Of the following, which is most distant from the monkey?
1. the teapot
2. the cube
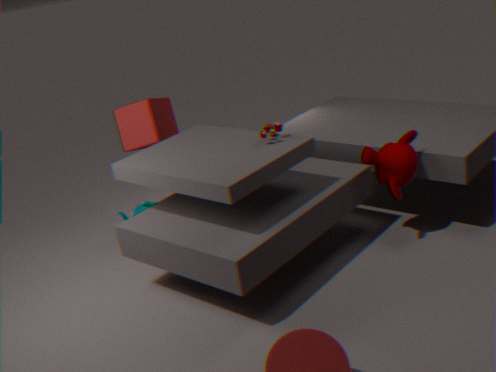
the teapot
